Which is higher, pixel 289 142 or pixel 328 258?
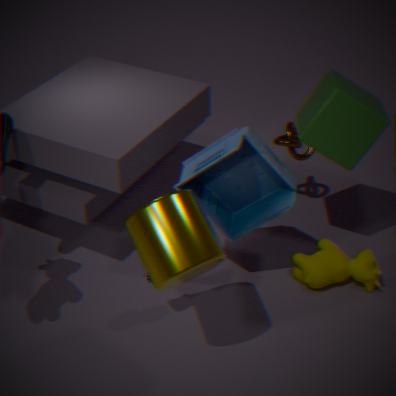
pixel 289 142
